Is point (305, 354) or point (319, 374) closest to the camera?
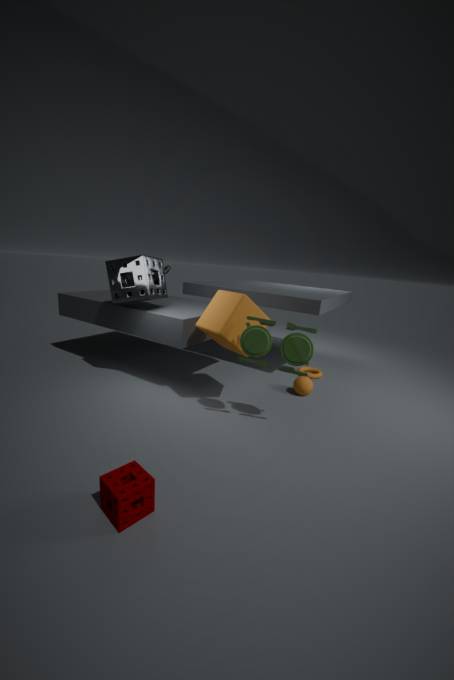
point (305, 354)
